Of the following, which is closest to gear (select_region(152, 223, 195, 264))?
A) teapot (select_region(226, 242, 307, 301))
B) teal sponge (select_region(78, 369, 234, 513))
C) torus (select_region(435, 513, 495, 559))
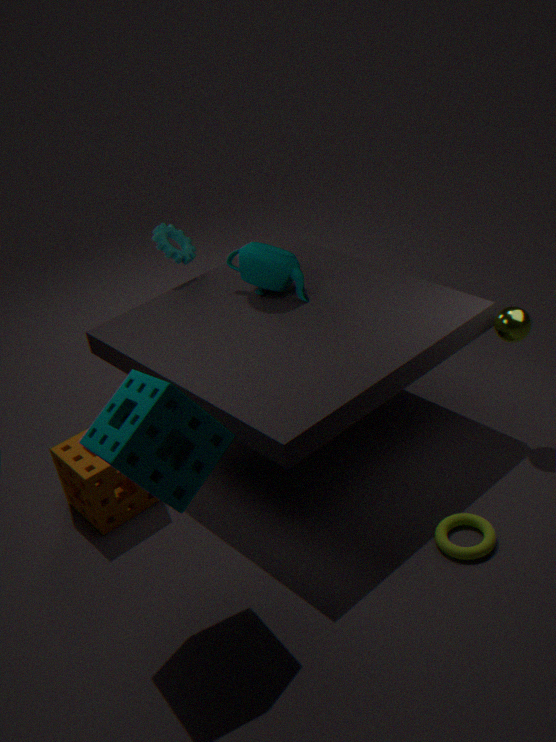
teapot (select_region(226, 242, 307, 301))
